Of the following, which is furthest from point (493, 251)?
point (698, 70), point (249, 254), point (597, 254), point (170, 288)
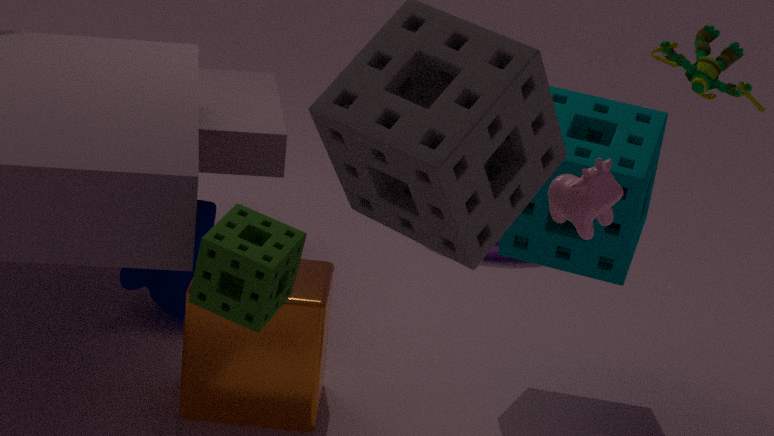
point (249, 254)
